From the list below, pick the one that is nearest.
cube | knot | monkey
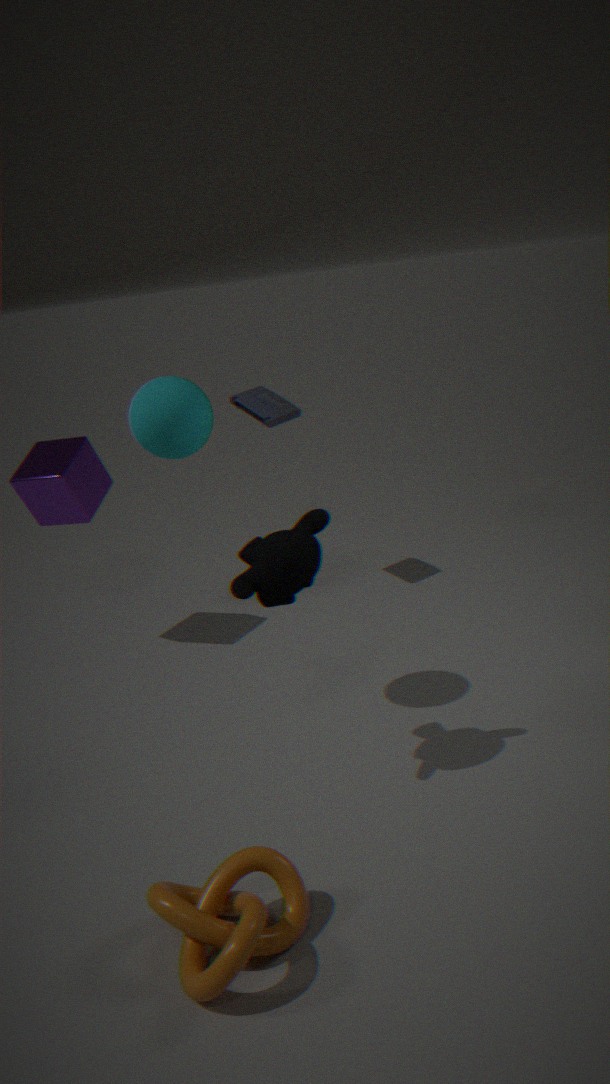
knot
